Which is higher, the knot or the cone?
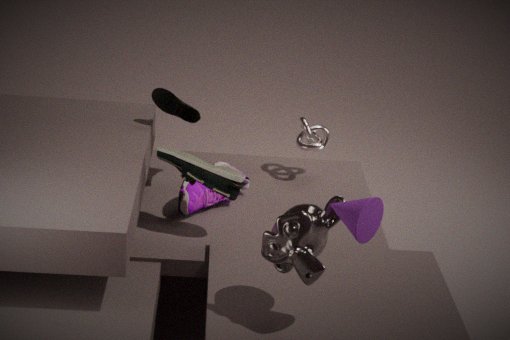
the cone
